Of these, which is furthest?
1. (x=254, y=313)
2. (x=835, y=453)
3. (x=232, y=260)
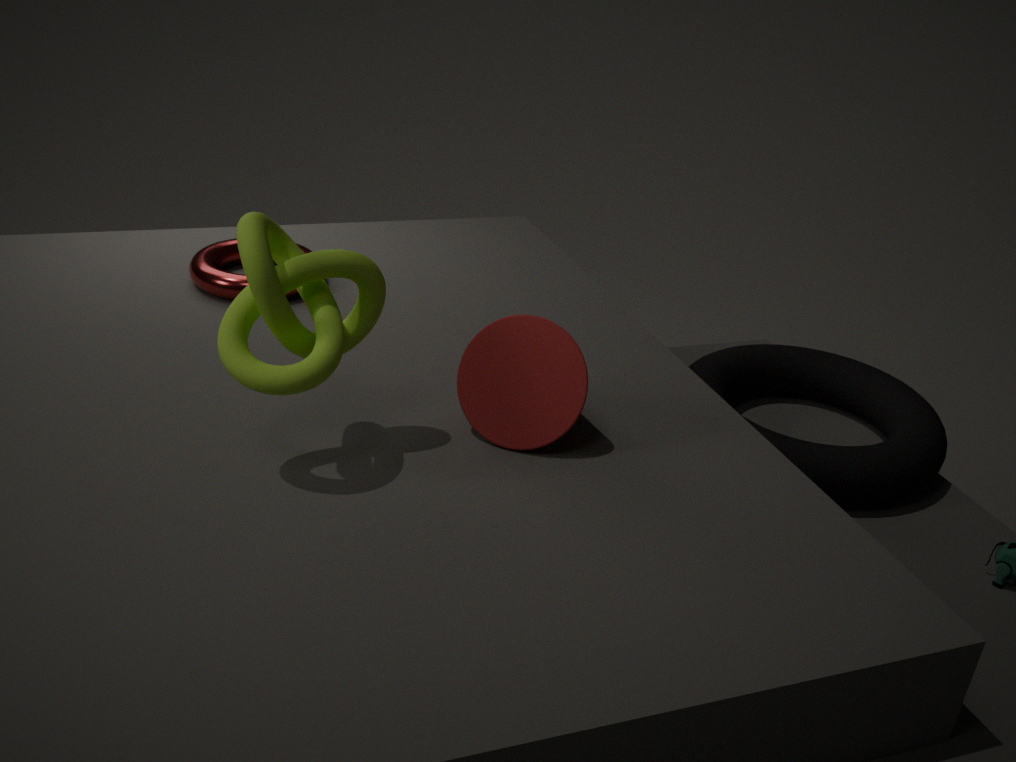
(x=232, y=260)
